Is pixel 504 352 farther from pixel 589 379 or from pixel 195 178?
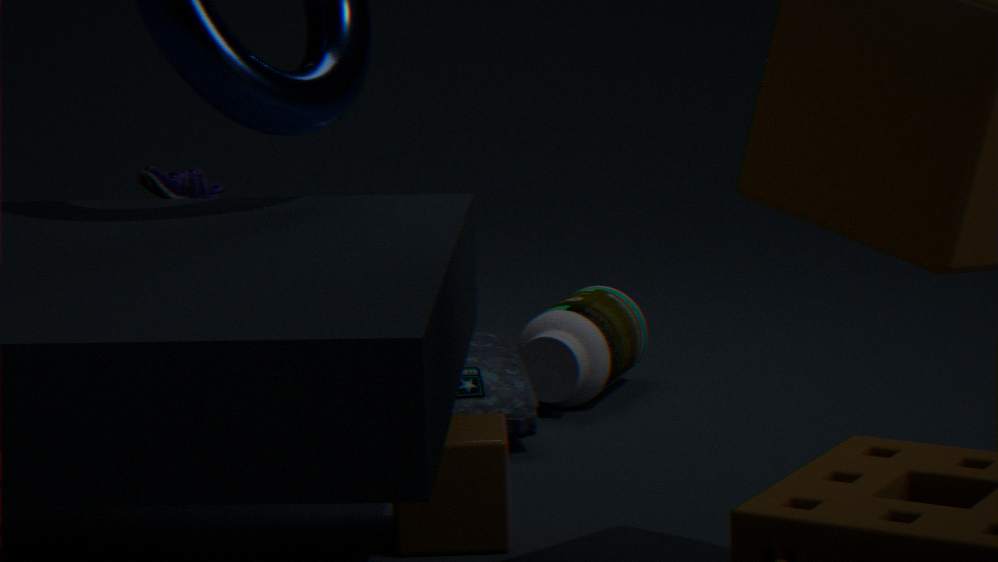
pixel 195 178
